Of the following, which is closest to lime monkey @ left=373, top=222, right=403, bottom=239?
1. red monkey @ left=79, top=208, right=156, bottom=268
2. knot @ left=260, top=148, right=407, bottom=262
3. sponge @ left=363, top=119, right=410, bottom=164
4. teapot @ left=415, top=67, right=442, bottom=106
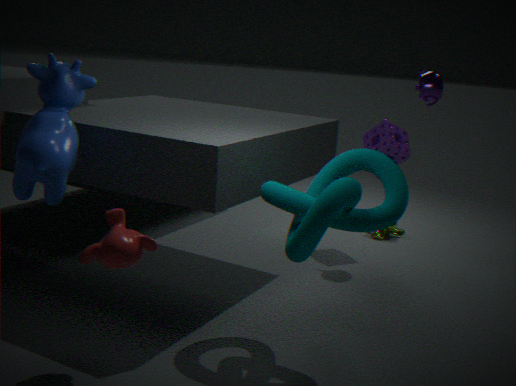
sponge @ left=363, top=119, right=410, bottom=164
